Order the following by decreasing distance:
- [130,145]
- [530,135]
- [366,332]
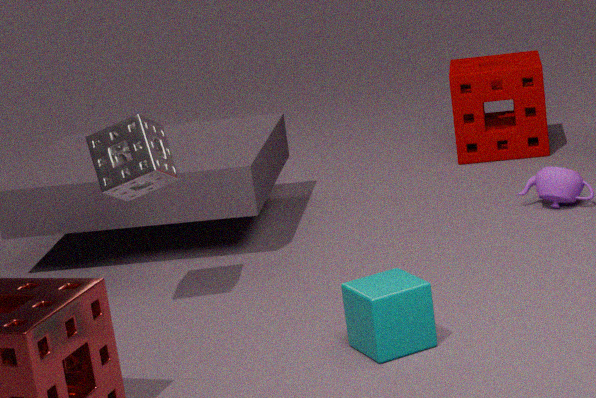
[530,135], [130,145], [366,332]
